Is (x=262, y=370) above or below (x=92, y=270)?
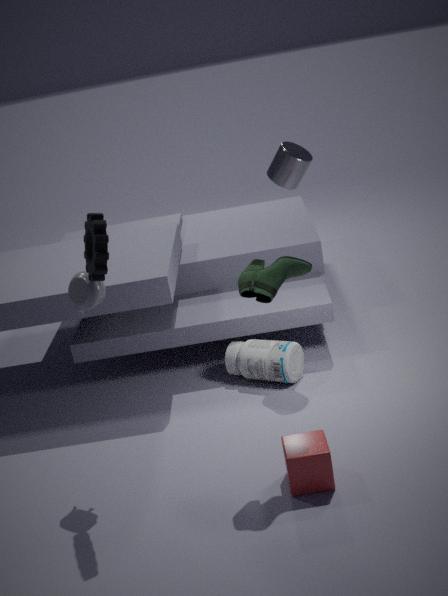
below
